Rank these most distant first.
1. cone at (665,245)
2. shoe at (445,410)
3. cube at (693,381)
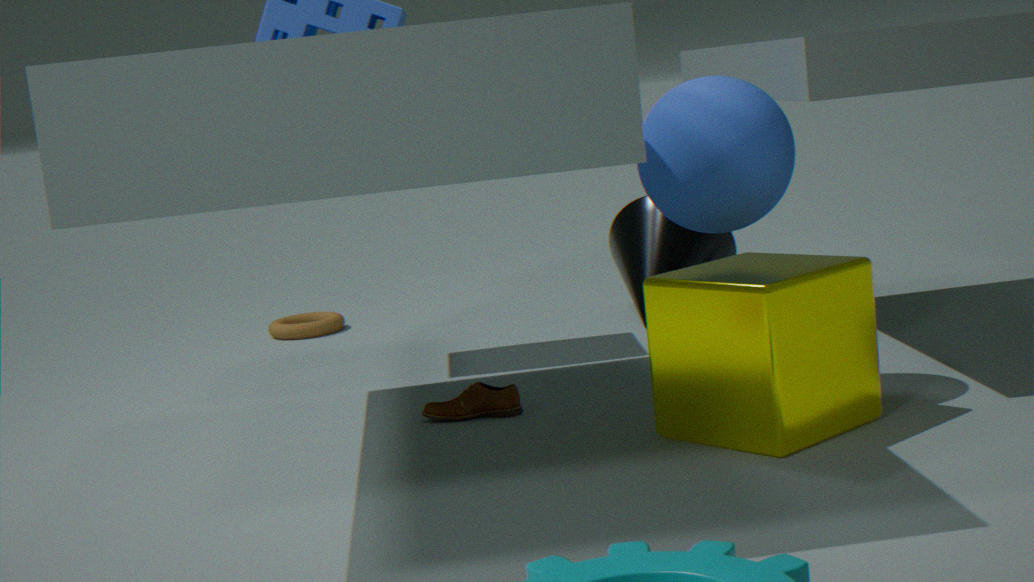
cone at (665,245)
shoe at (445,410)
cube at (693,381)
